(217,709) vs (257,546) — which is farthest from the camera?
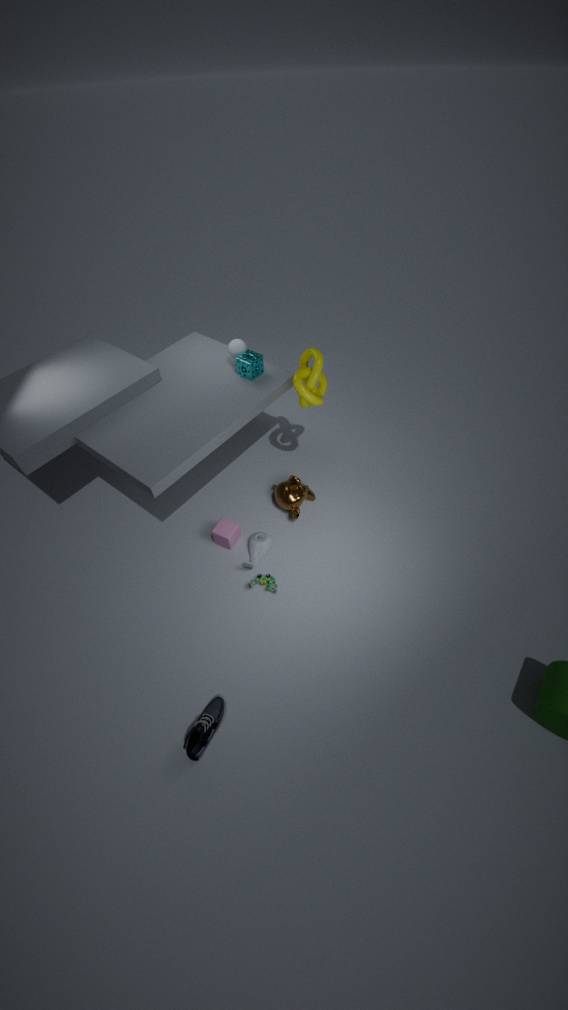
(257,546)
